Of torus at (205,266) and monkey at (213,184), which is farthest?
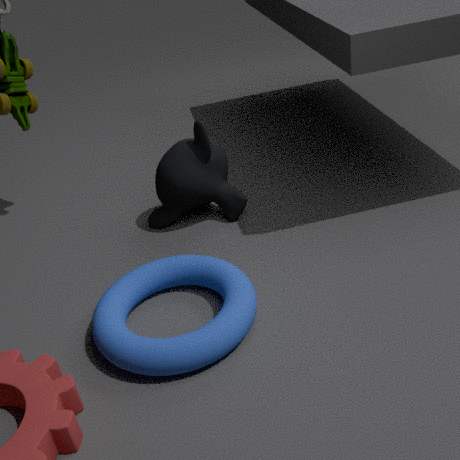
monkey at (213,184)
